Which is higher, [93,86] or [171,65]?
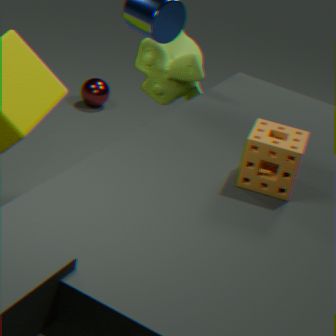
[171,65]
